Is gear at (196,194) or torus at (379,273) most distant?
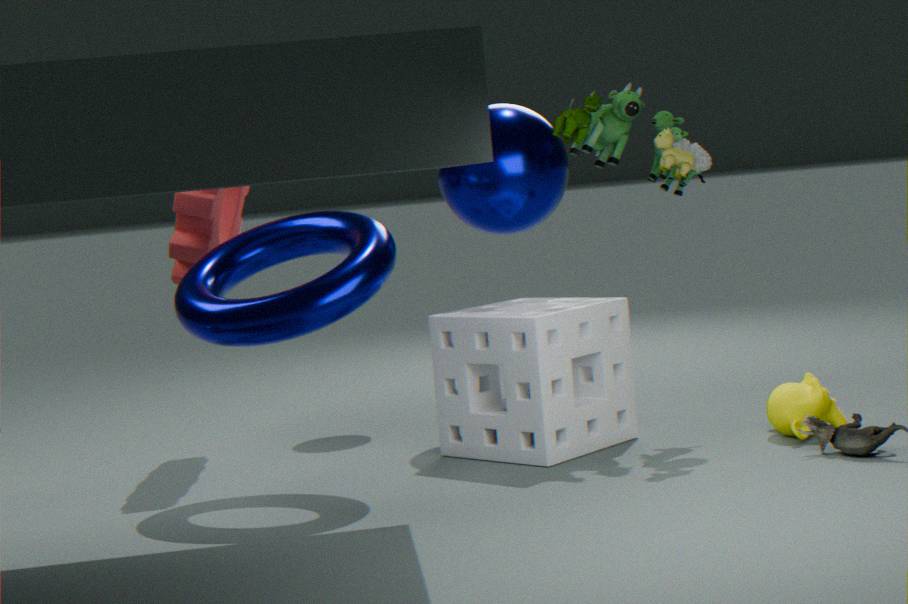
gear at (196,194)
